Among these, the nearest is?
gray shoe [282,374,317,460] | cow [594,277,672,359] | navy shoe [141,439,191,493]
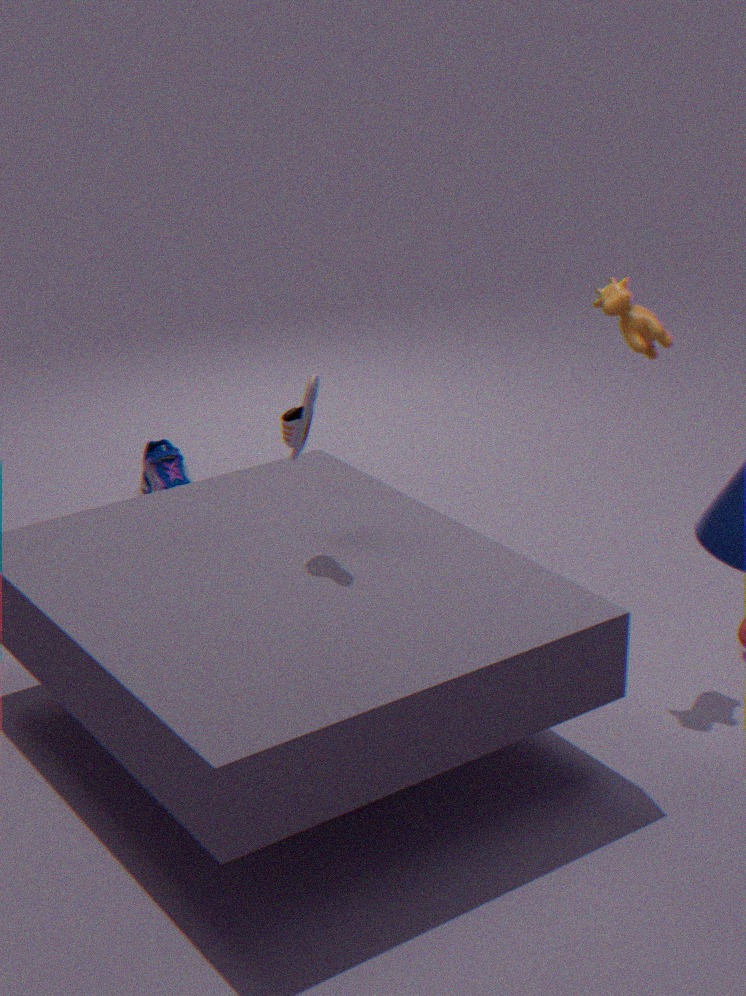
gray shoe [282,374,317,460]
